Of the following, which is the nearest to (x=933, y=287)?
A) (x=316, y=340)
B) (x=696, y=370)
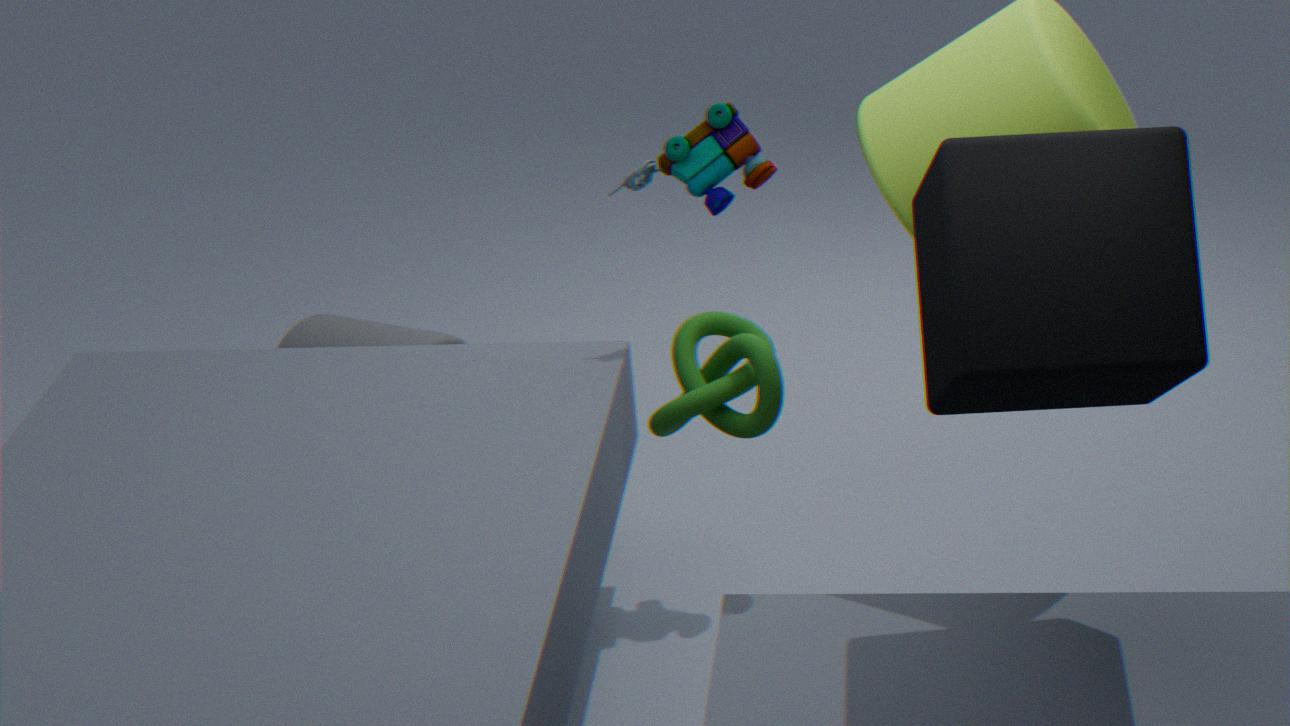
(x=696, y=370)
